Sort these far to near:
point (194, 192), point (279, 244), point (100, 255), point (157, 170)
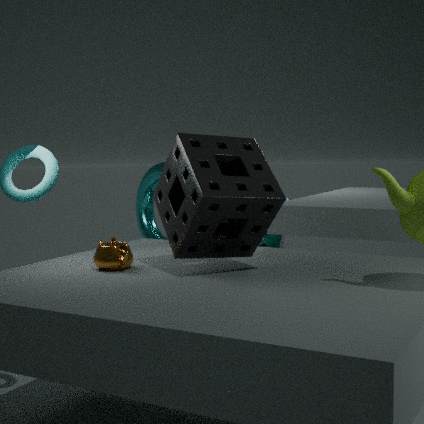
point (279, 244) < point (157, 170) < point (100, 255) < point (194, 192)
